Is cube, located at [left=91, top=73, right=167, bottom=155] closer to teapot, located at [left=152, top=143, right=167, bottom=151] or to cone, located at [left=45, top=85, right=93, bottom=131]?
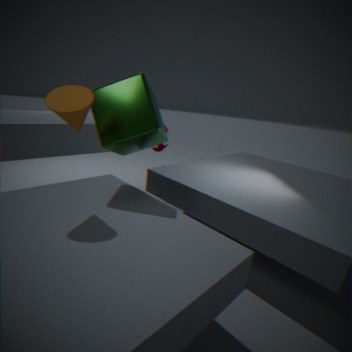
cone, located at [left=45, top=85, right=93, bottom=131]
